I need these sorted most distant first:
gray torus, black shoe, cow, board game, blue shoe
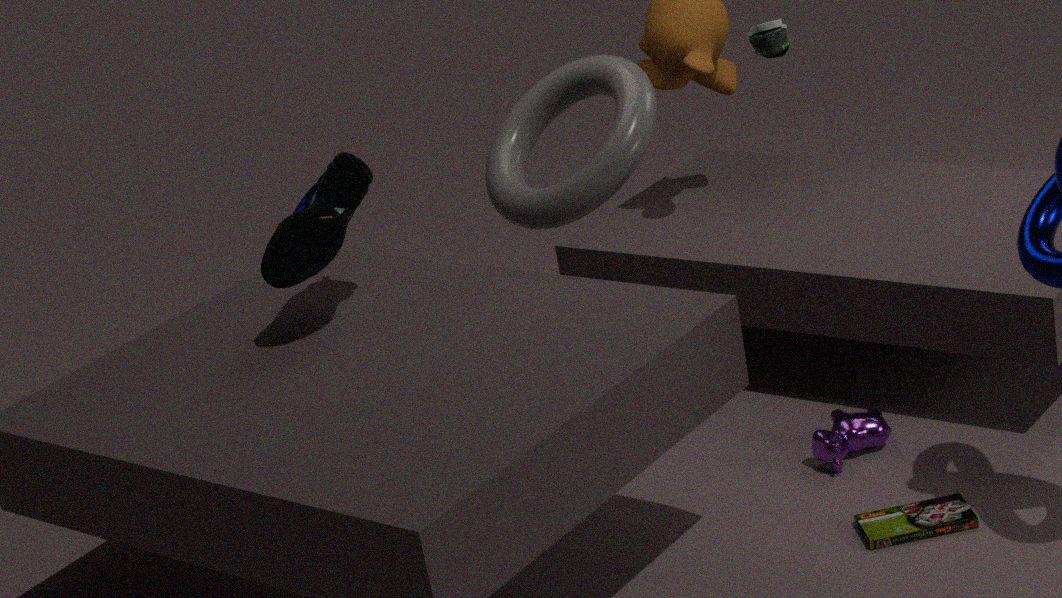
cow → gray torus → board game → blue shoe → black shoe
